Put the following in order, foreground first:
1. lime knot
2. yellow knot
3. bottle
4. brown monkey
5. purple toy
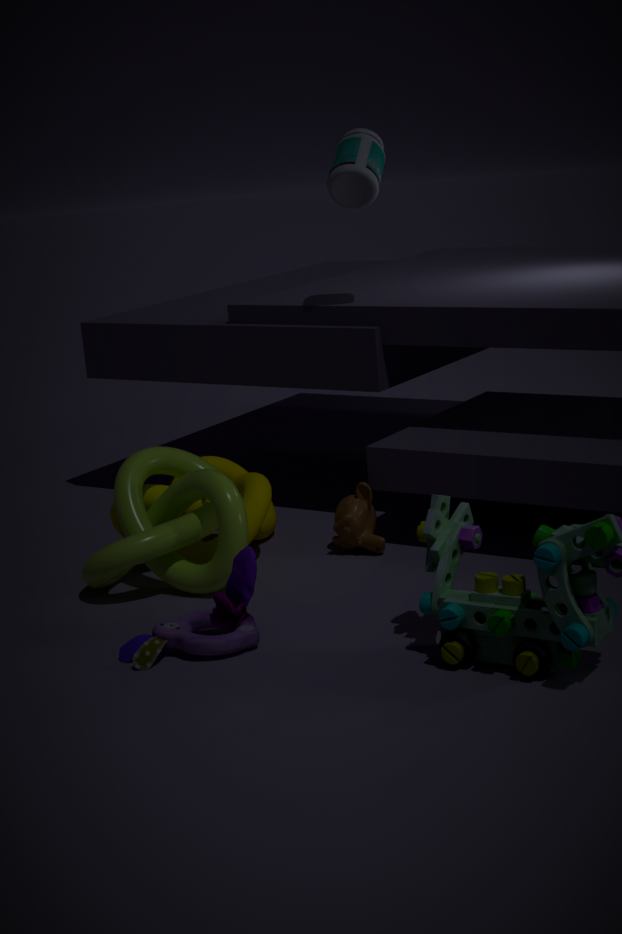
purple toy, lime knot, yellow knot, brown monkey, bottle
